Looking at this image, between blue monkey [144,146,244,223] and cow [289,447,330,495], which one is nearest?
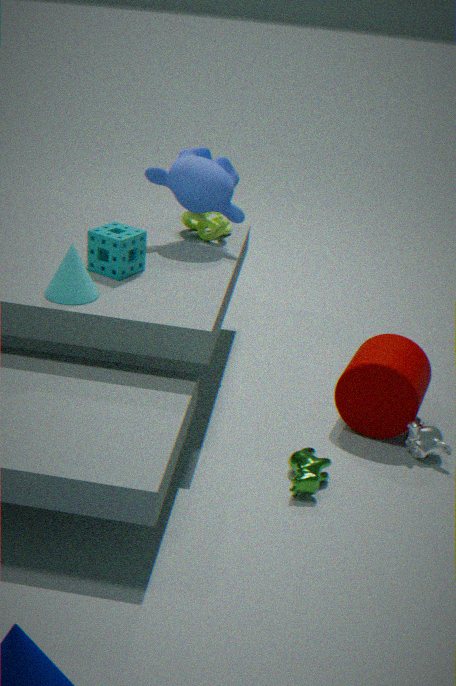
cow [289,447,330,495]
